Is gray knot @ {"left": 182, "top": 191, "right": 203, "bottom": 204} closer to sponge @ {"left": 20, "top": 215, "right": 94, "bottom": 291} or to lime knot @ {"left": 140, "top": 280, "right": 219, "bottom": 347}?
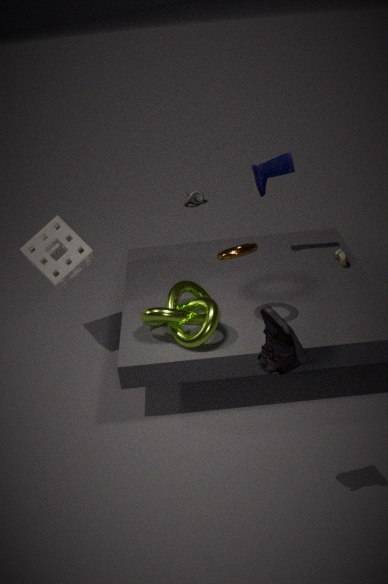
sponge @ {"left": 20, "top": 215, "right": 94, "bottom": 291}
